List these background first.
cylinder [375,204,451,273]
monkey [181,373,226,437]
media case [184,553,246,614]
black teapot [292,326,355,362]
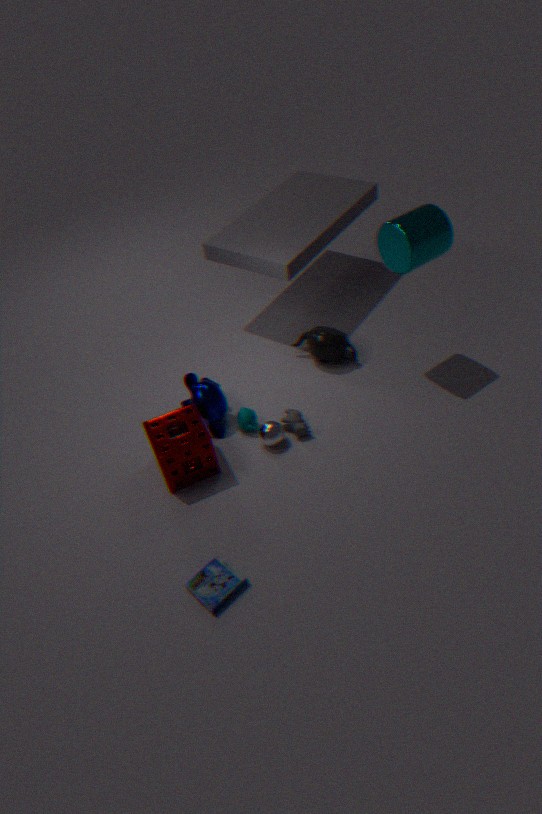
1. black teapot [292,326,355,362]
2. monkey [181,373,226,437]
3. cylinder [375,204,451,273]
4. media case [184,553,246,614]
